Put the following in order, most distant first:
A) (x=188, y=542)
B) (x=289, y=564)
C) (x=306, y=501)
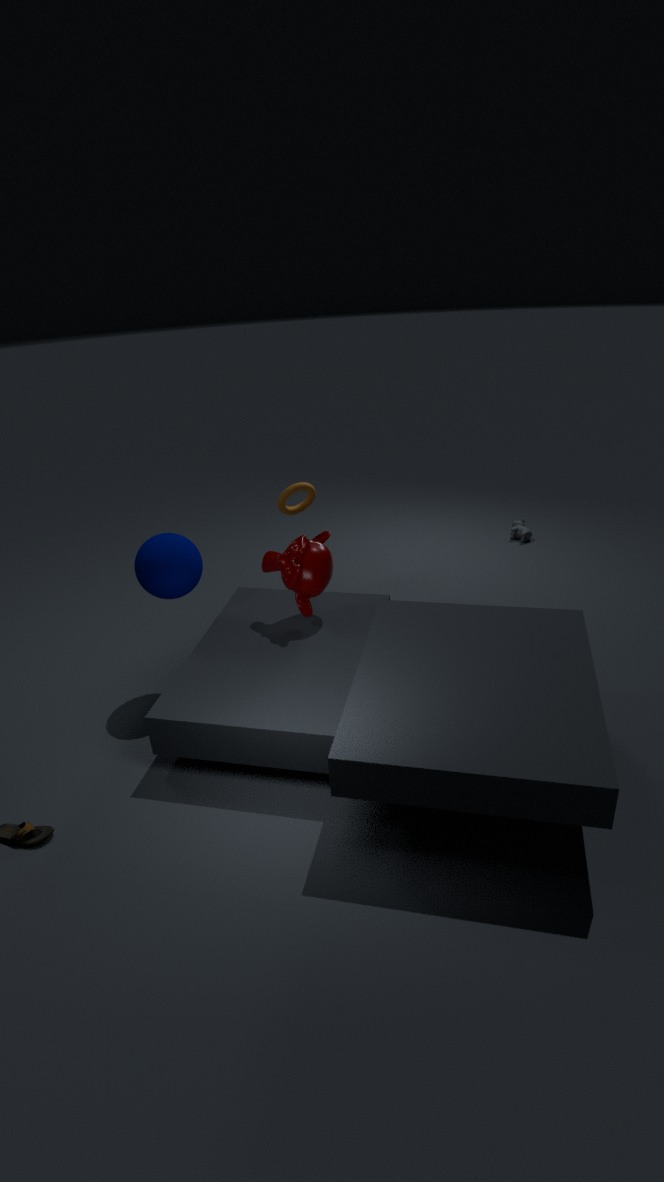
1. (x=306, y=501)
2. (x=289, y=564)
3. (x=188, y=542)
